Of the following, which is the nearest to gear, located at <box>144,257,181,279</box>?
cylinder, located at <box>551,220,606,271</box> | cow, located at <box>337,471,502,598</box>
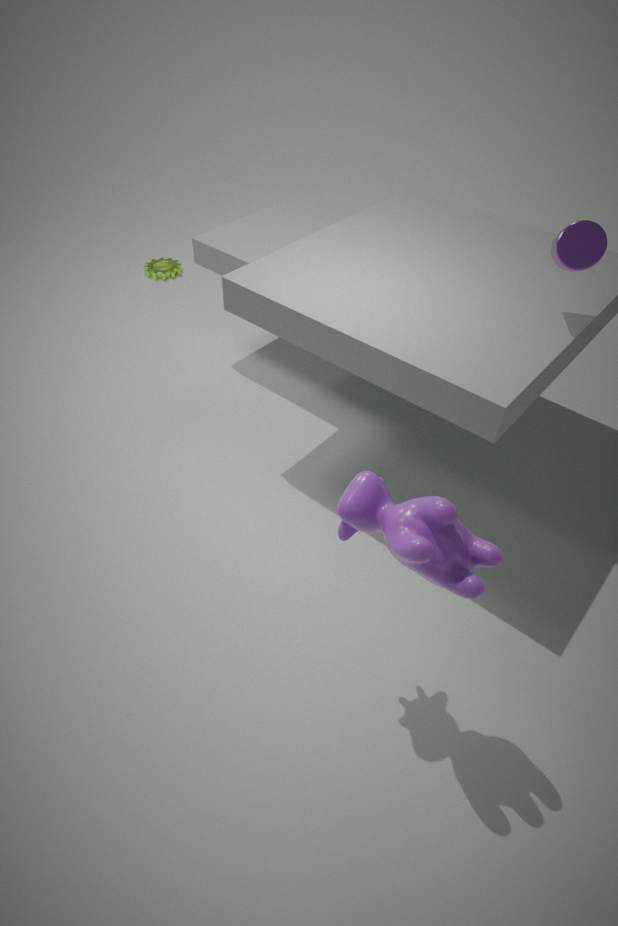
cylinder, located at <box>551,220,606,271</box>
